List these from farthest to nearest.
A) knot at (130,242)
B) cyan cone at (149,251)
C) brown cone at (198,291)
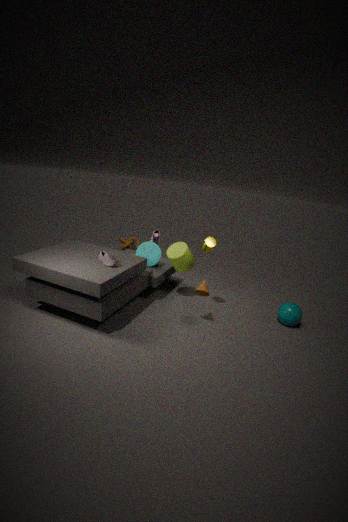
knot at (130,242) < cyan cone at (149,251) < brown cone at (198,291)
